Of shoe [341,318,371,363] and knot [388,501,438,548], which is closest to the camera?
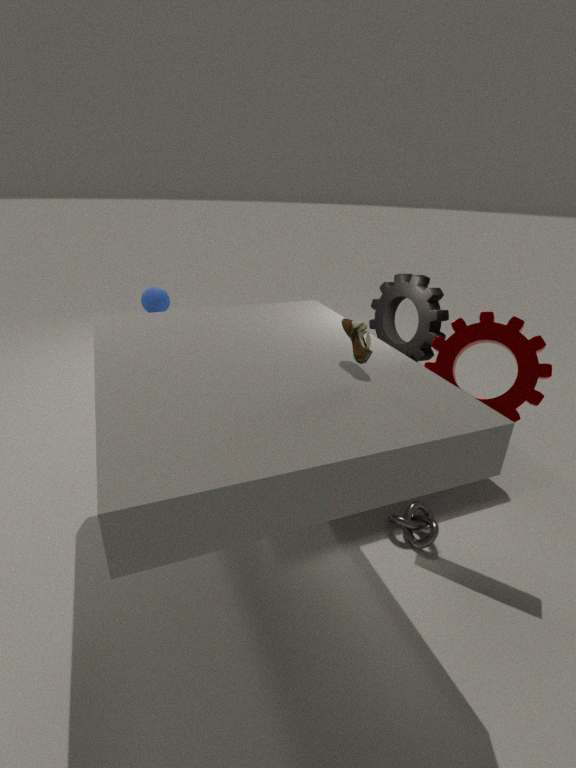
shoe [341,318,371,363]
